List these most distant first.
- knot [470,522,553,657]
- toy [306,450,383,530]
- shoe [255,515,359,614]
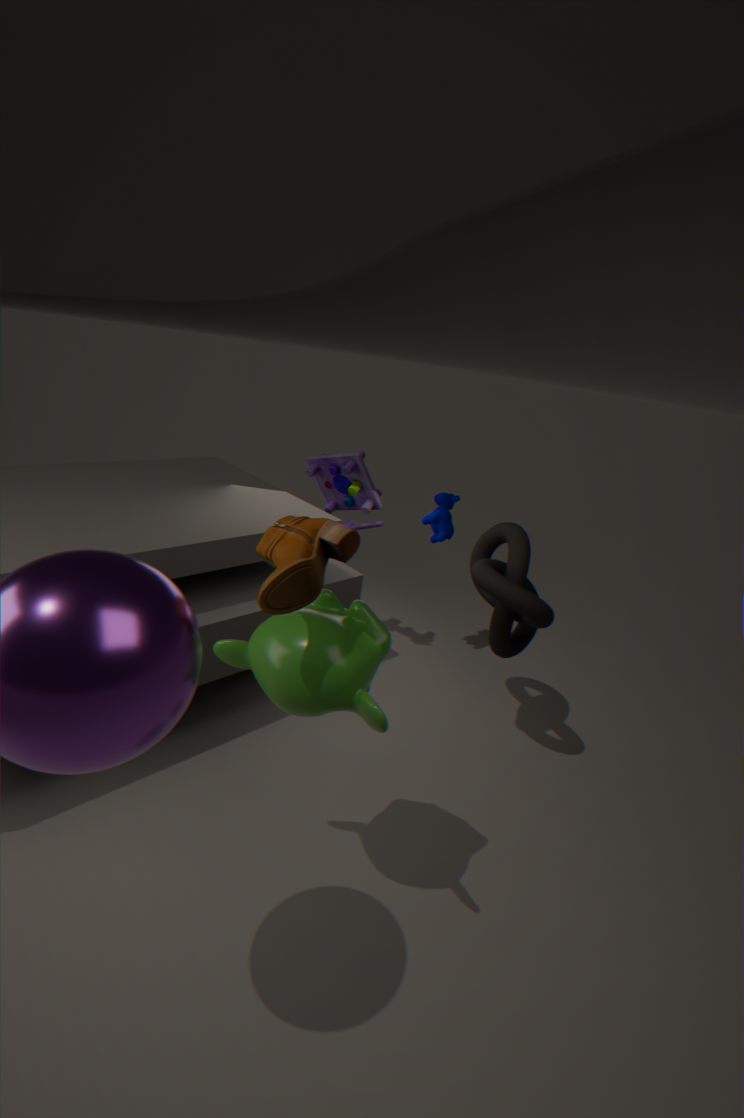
toy [306,450,383,530]
knot [470,522,553,657]
shoe [255,515,359,614]
